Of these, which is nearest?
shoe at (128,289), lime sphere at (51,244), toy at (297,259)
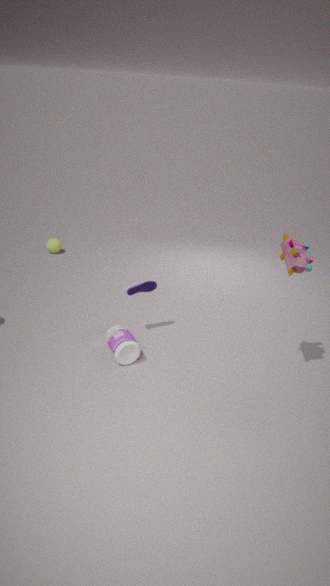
toy at (297,259)
